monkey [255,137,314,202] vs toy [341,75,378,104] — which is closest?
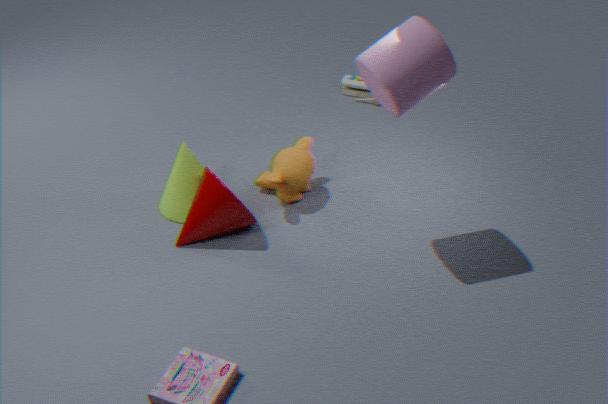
monkey [255,137,314,202]
